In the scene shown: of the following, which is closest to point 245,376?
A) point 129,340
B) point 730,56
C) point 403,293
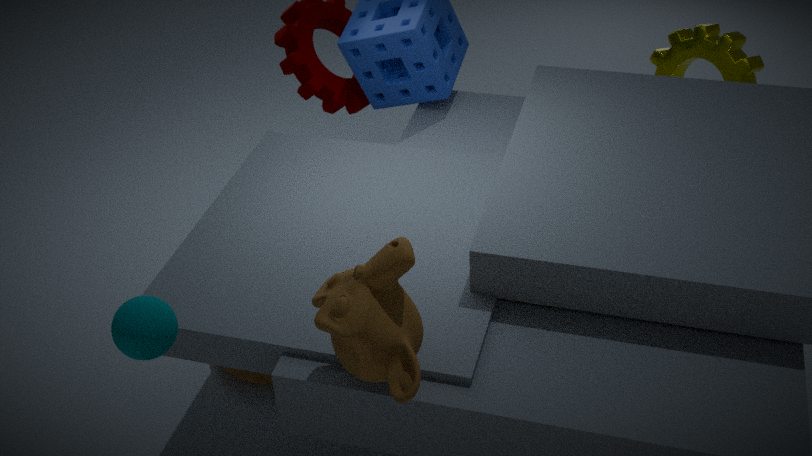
point 129,340
